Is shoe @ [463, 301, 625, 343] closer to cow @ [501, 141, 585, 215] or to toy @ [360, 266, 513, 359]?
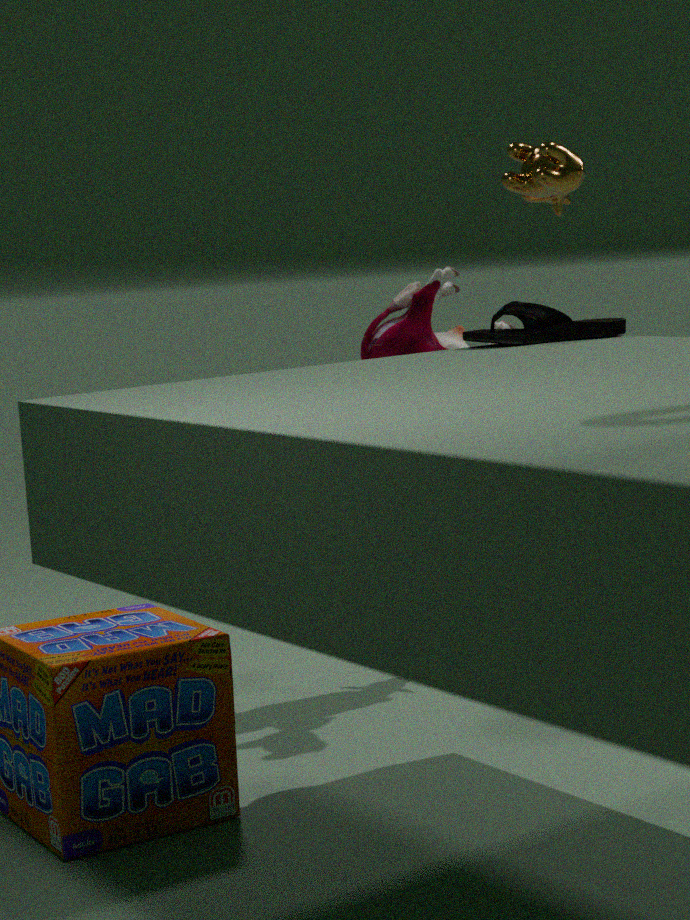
cow @ [501, 141, 585, 215]
